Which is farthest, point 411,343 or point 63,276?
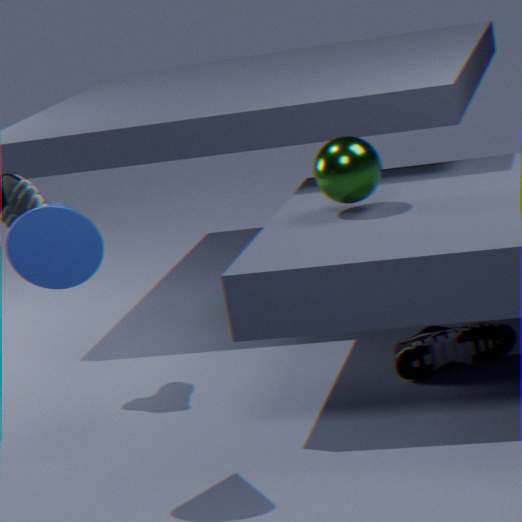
point 411,343
